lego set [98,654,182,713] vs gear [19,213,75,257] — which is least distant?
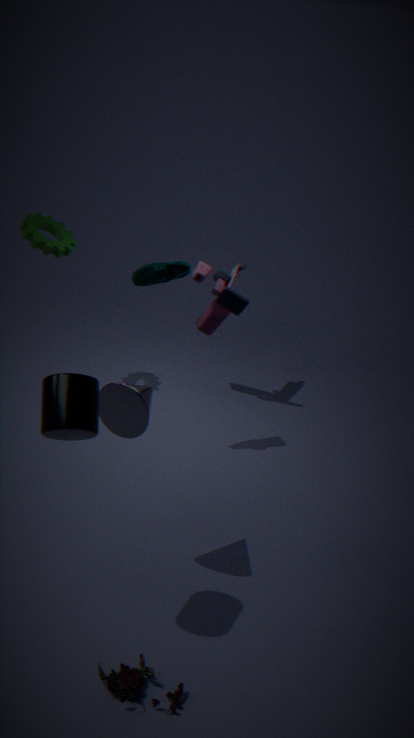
lego set [98,654,182,713]
